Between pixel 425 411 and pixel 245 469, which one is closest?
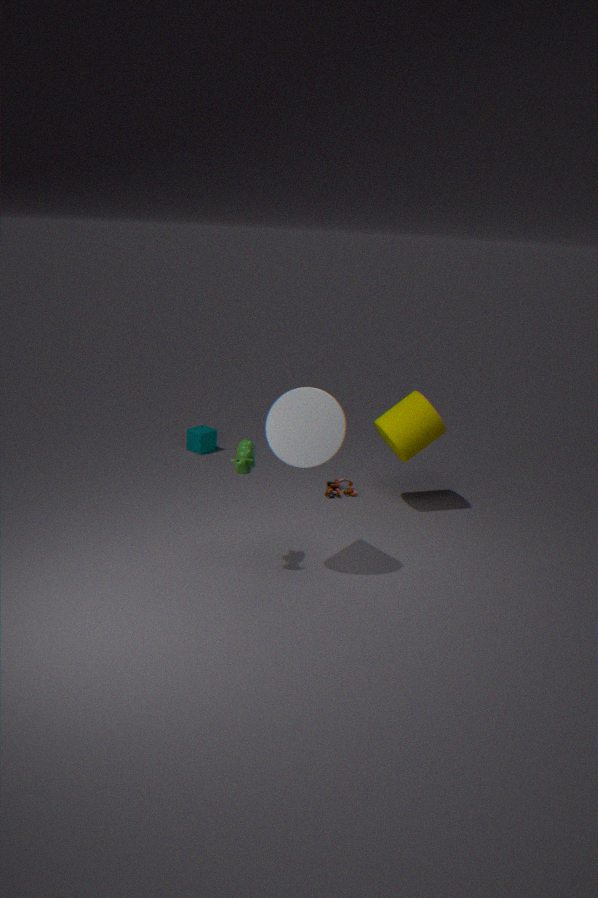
pixel 245 469
